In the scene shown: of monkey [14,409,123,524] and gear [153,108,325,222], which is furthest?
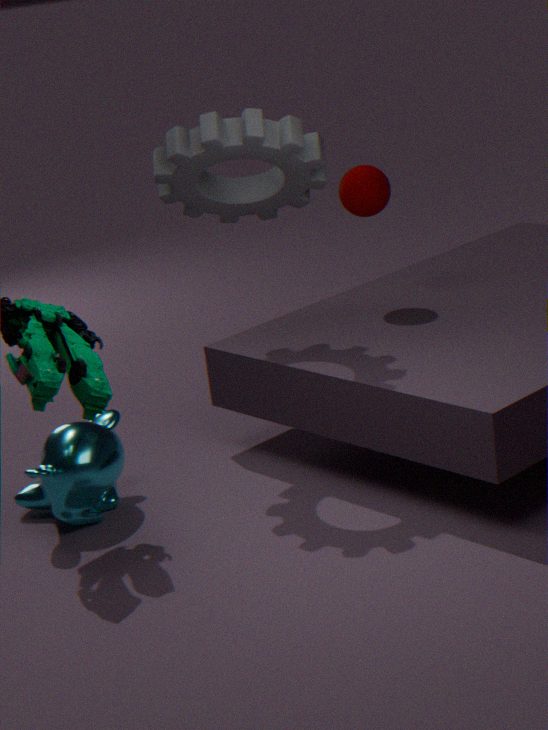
monkey [14,409,123,524]
